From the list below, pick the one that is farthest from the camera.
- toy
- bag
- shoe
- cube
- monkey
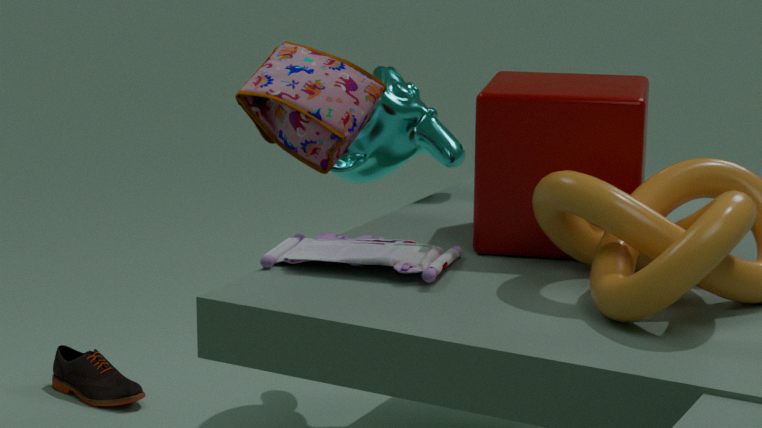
shoe
